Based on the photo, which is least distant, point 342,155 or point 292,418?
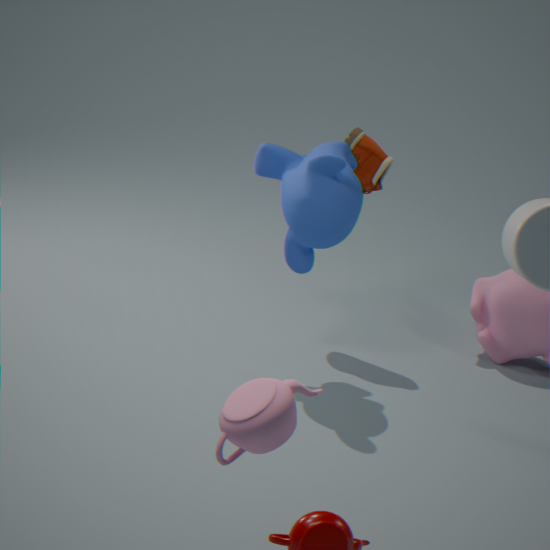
point 292,418
